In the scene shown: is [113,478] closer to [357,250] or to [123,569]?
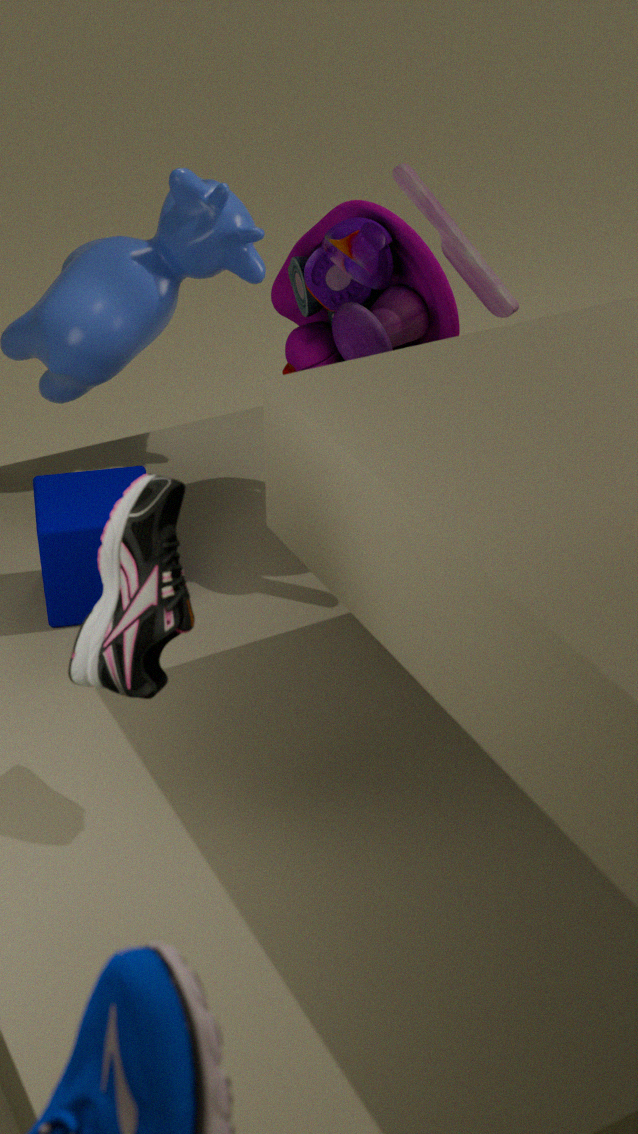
[123,569]
